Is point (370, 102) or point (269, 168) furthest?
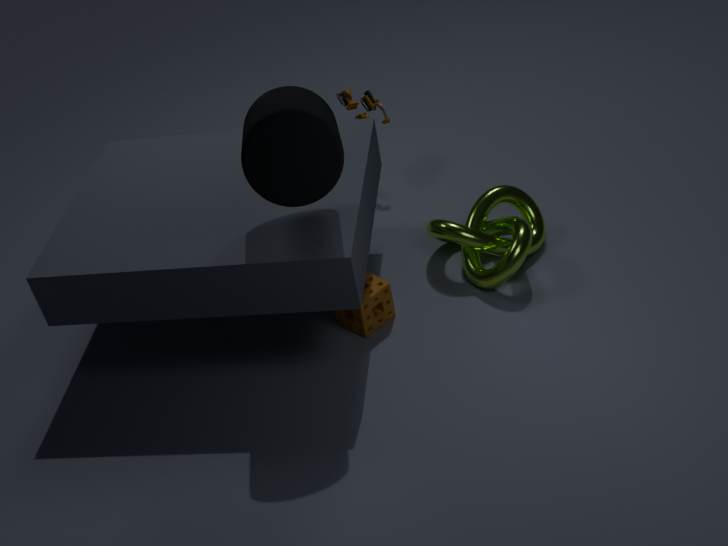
point (370, 102)
